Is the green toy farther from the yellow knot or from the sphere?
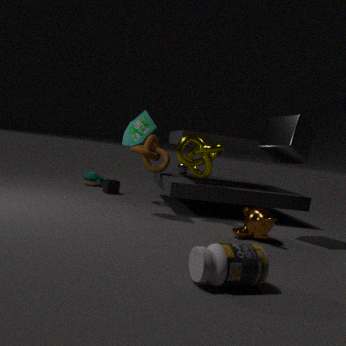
the yellow knot
